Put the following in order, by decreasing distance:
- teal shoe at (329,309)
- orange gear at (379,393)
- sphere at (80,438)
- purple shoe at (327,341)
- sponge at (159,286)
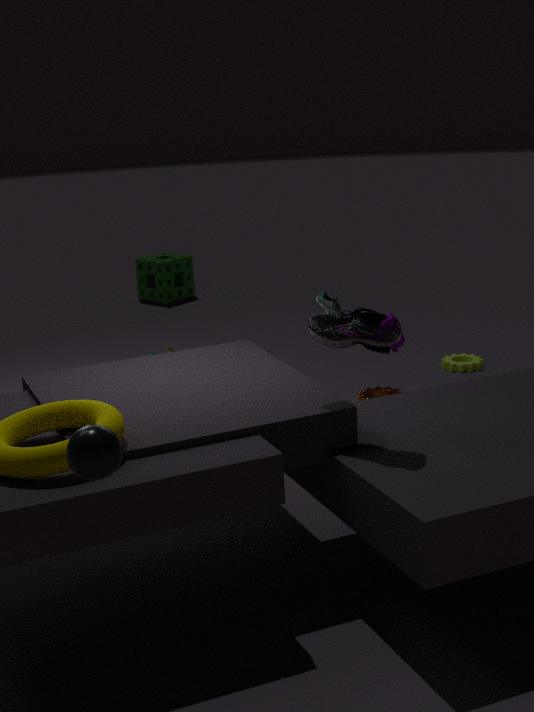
sponge at (159,286)
orange gear at (379,393)
teal shoe at (329,309)
purple shoe at (327,341)
sphere at (80,438)
